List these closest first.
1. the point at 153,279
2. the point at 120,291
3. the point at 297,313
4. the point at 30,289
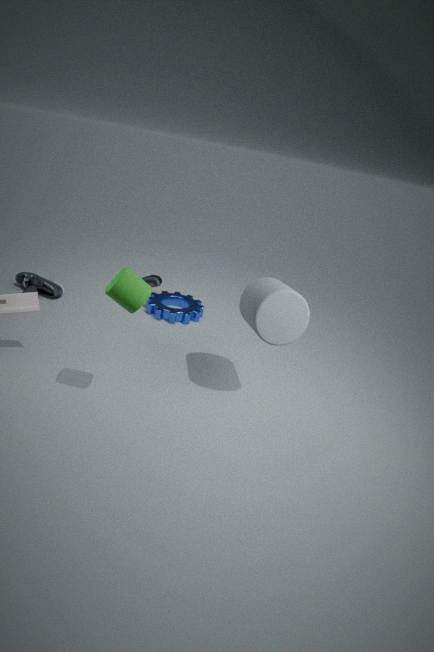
the point at 120,291 → the point at 297,313 → the point at 30,289 → the point at 153,279
